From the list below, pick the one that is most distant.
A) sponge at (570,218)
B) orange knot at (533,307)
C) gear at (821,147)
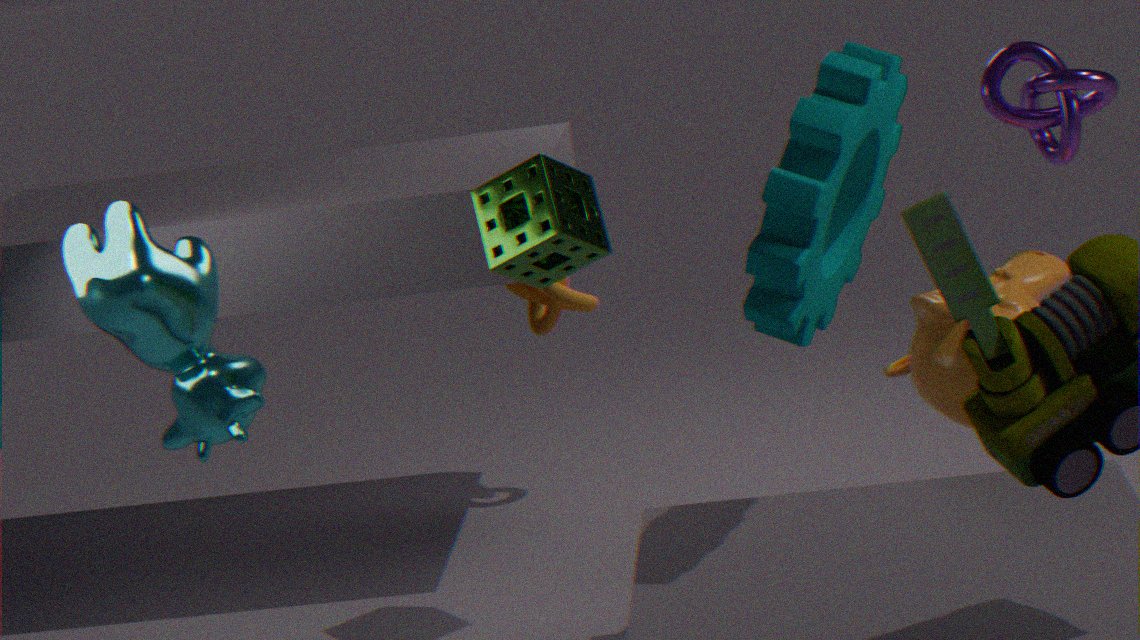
orange knot at (533,307)
